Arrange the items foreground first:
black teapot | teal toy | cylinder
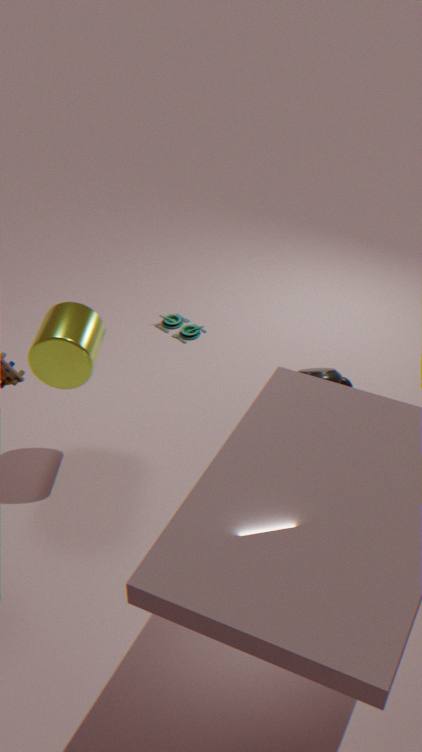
cylinder, black teapot, teal toy
